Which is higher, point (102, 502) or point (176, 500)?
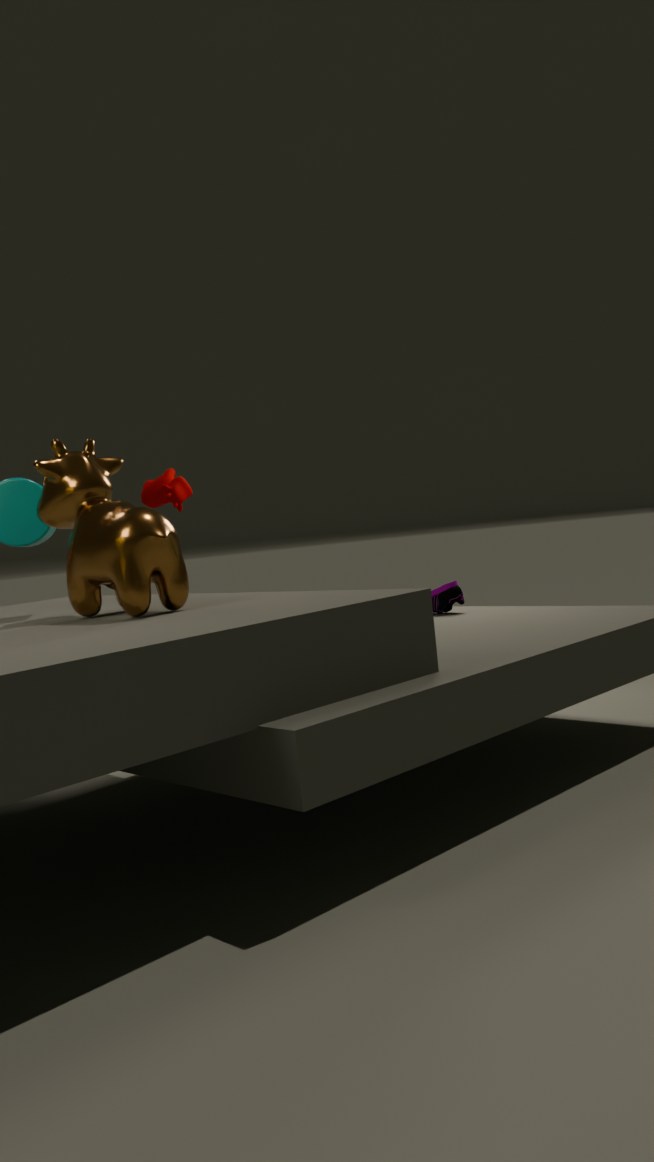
point (176, 500)
